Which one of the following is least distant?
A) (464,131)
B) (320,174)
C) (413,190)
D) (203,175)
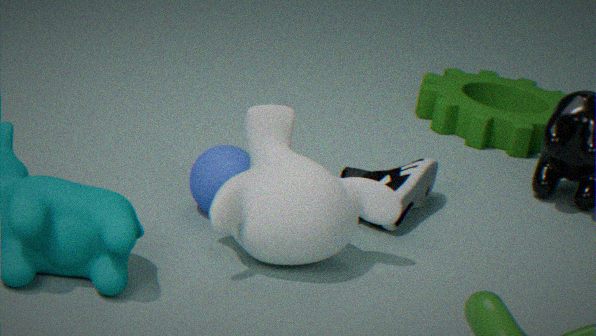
(320,174)
